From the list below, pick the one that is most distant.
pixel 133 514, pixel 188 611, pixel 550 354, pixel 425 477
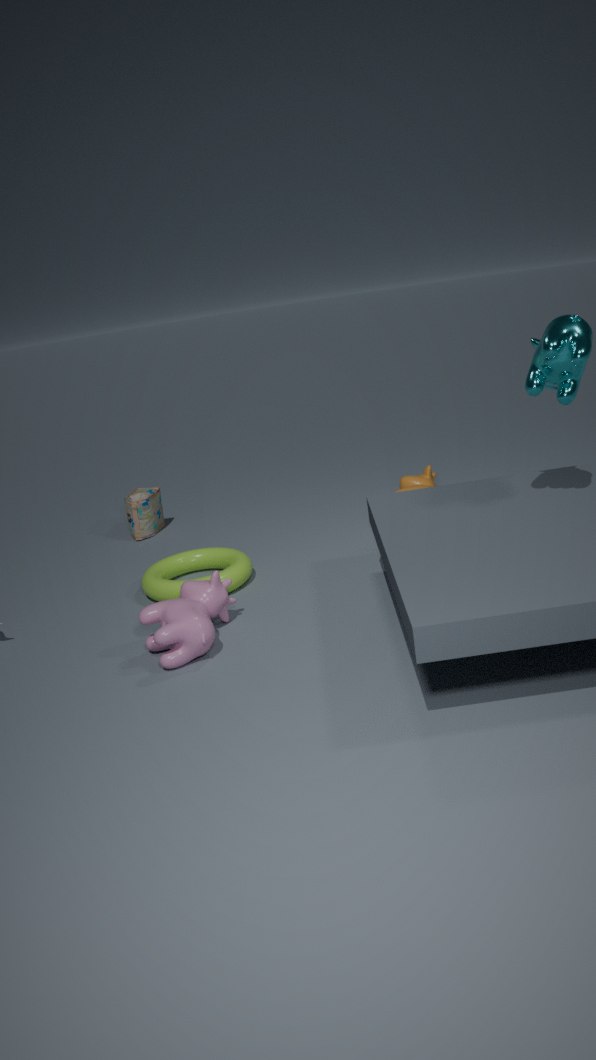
pixel 133 514
